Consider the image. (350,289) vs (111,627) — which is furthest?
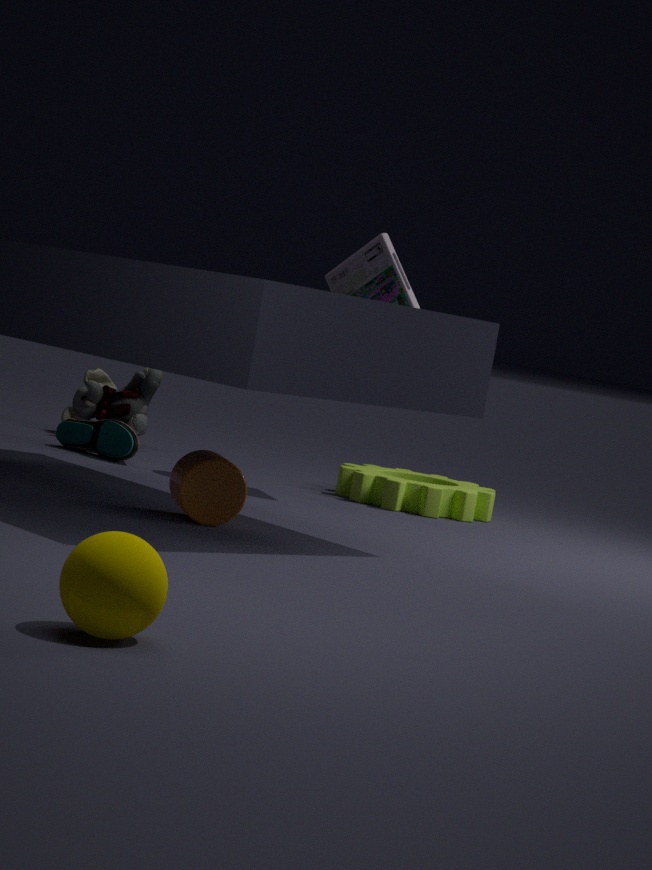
(350,289)
